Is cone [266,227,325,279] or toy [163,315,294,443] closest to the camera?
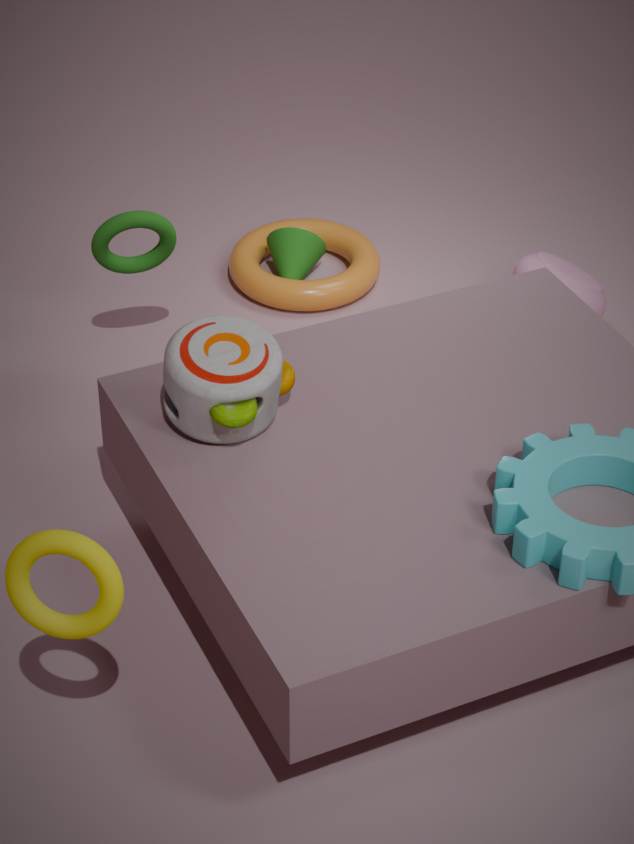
toy [163,315,294,443]
